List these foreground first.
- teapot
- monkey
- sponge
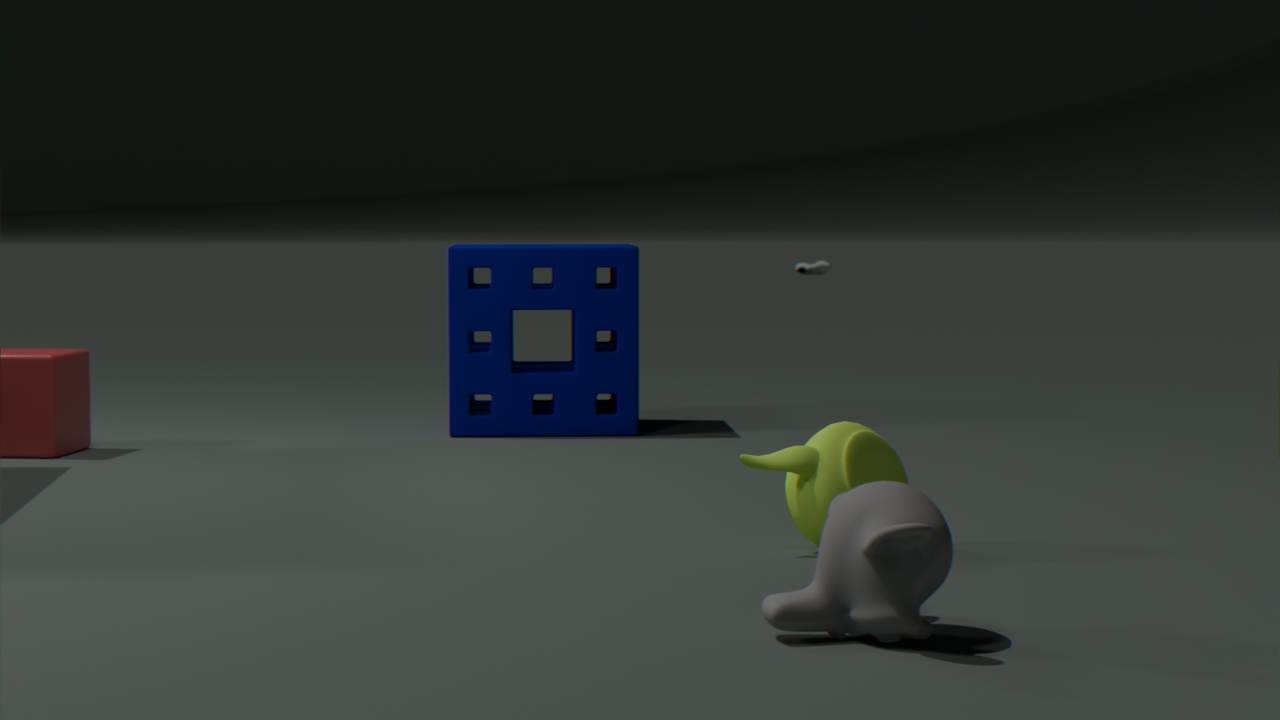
monkey < teapot < sponge
